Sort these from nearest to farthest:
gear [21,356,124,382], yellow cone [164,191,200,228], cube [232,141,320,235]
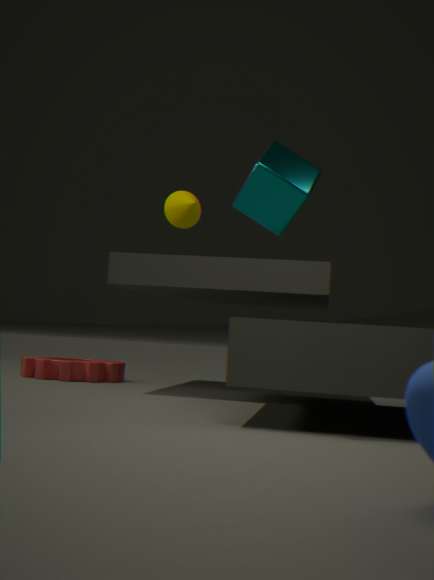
cube [232,141,320,235]
gear [21,356,124,382]
yellow cone [164,191,200,228]
